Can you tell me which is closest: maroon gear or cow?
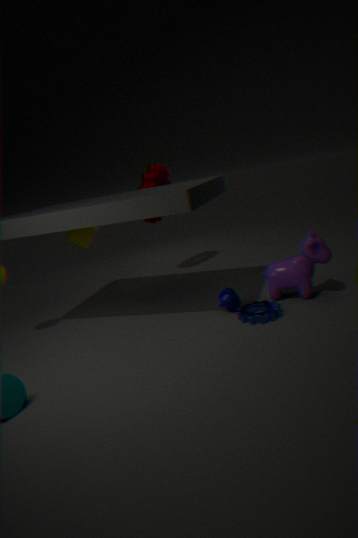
cow
